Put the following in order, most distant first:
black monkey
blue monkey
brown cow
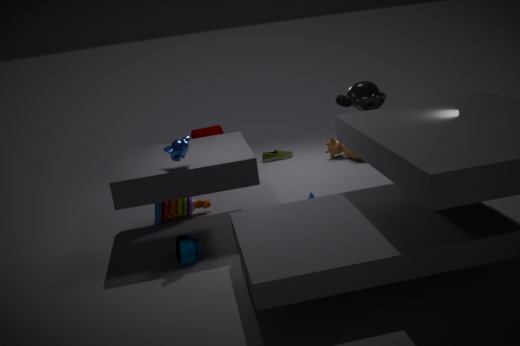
brown cow < black monkey < blue monkey
